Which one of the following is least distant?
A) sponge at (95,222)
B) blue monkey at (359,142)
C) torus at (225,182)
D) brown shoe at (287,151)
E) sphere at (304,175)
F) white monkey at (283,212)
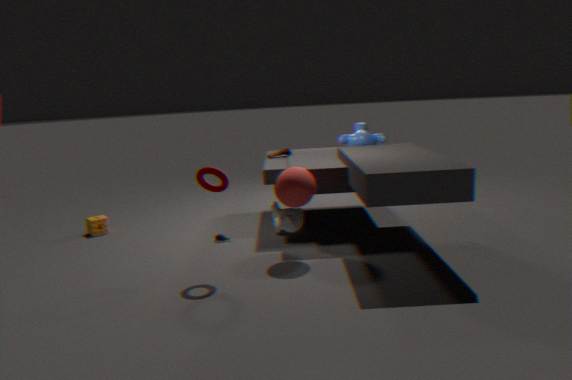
torus at (225,182)
